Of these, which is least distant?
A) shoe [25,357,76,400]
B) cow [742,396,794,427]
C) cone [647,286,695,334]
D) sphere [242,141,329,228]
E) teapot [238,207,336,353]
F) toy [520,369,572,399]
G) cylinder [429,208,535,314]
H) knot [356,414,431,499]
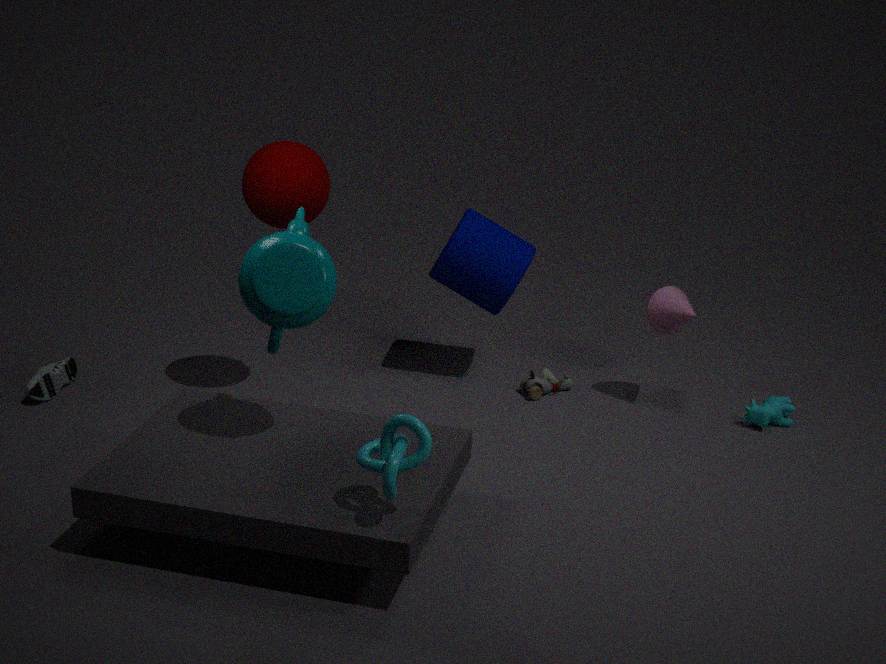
knot [356,414,431,499]
